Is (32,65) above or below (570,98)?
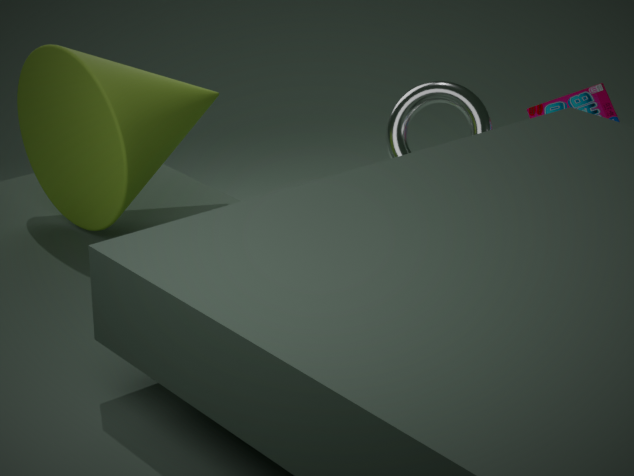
above
